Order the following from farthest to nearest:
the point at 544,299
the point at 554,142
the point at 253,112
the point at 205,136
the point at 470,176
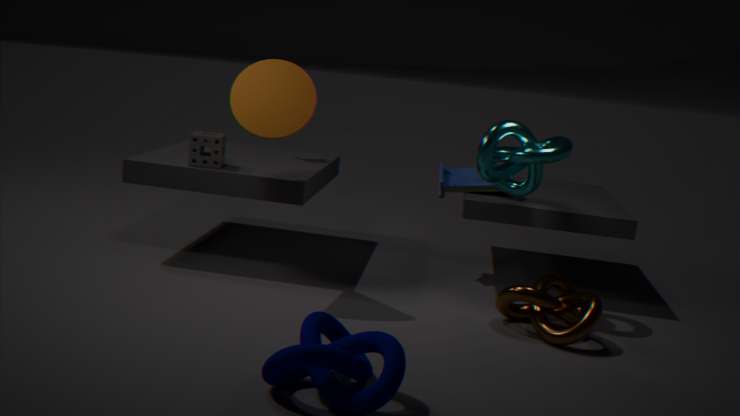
the point at 470,176 → the point at 205,136 → the point at 554,142 → the point at 253,112 → the point at 544,299
